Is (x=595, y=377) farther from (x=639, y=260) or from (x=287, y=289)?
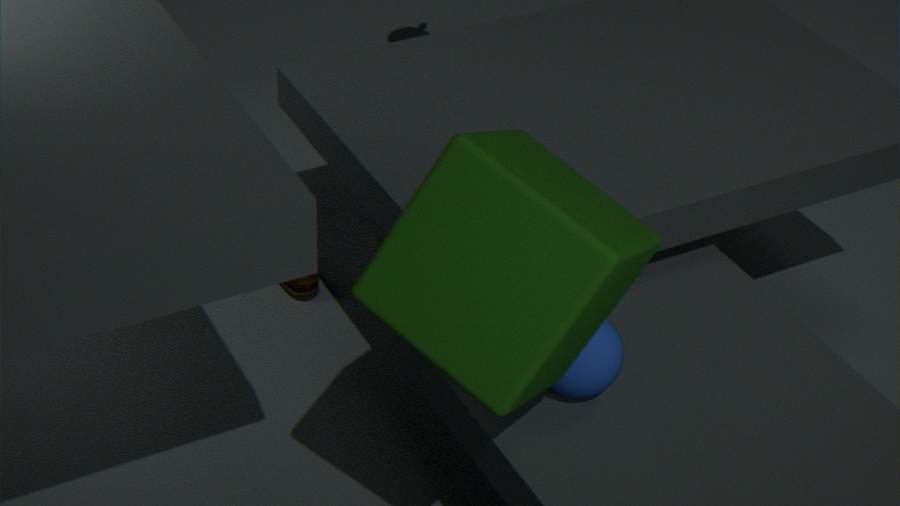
(x=287, y=289)
